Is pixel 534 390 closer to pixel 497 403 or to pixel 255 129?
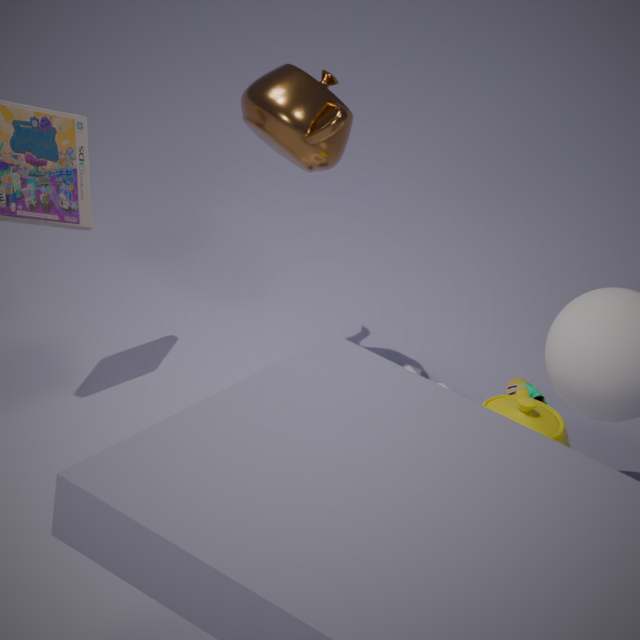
pixel 497 403
